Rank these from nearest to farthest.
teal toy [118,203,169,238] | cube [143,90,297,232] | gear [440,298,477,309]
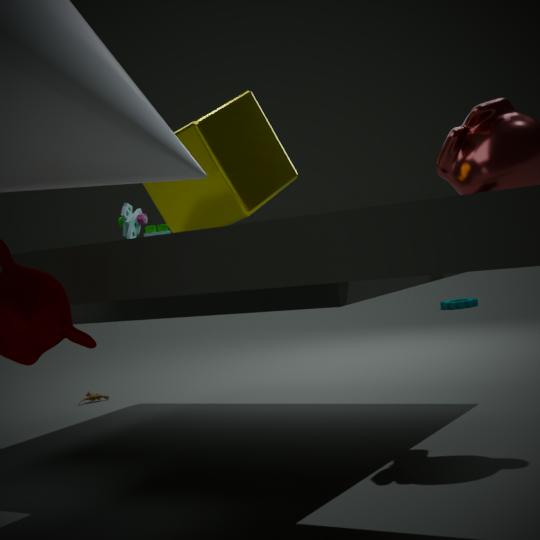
cube [143,90,297,232] < teal toy [118,203,169,238] < gear [440,298,477,309]
